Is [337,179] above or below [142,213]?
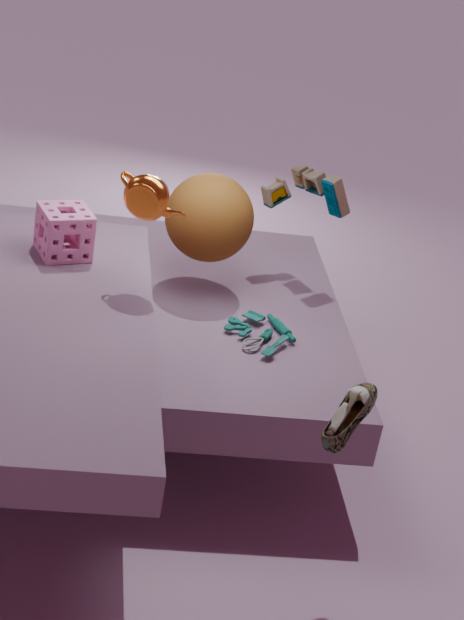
below
